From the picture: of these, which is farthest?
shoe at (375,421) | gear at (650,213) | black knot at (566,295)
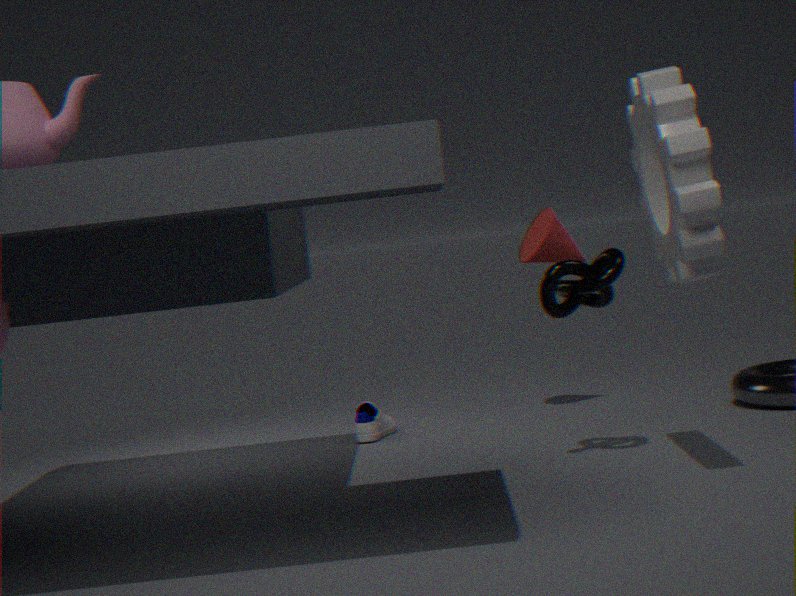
shoe at (375,421)
